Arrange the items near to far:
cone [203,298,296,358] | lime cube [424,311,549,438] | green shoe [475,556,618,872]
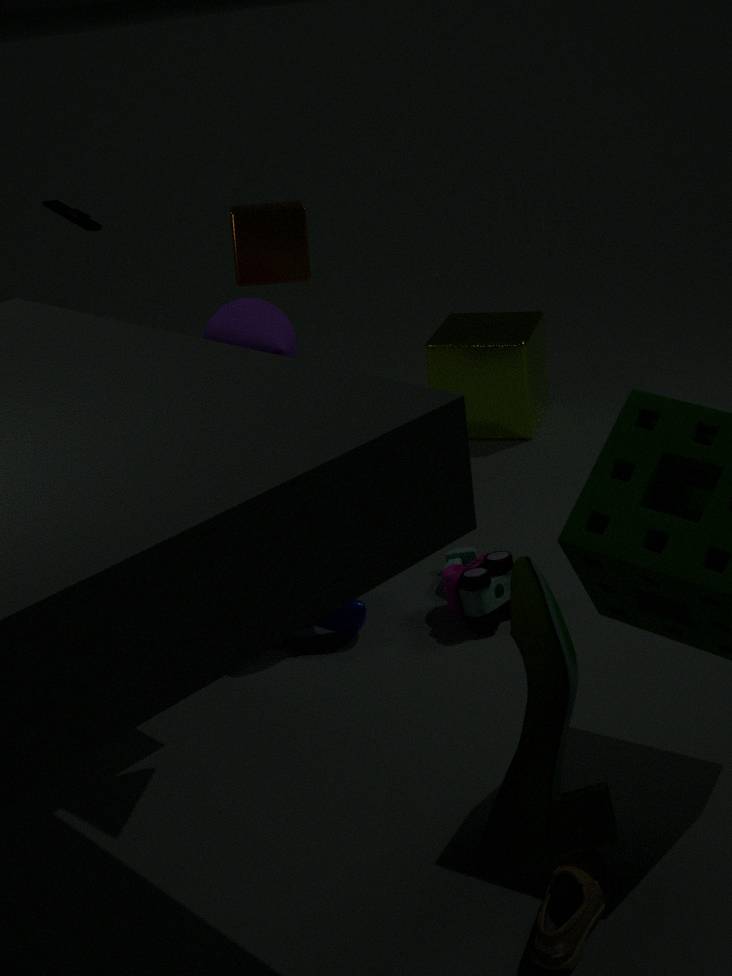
1. green shoe [475,556,618,872]
2. cone [203,298,296,358]
3. lime cube [424,311,549,438]
